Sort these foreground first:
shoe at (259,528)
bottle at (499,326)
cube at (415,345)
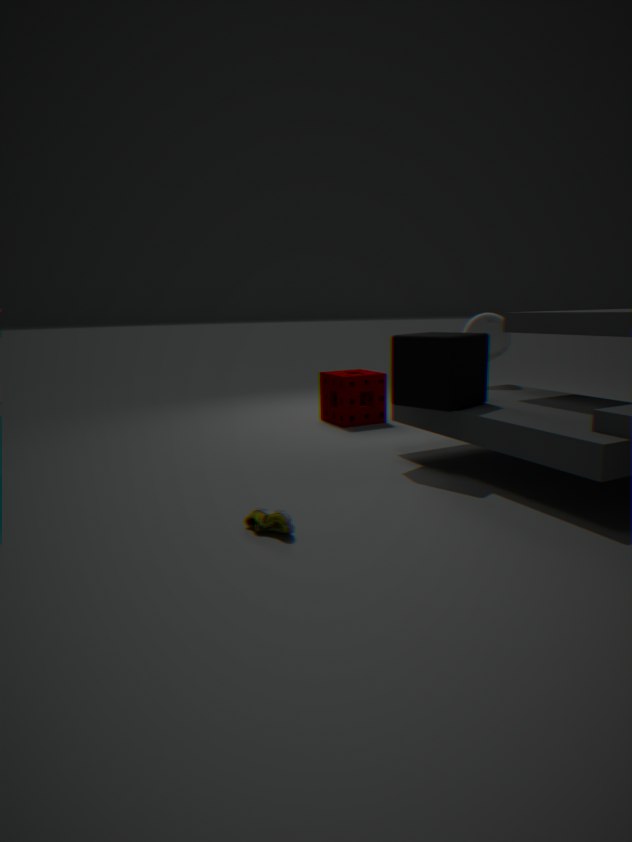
shoe at (259,528) → cube at (415,345) → bottle at (499,326)
